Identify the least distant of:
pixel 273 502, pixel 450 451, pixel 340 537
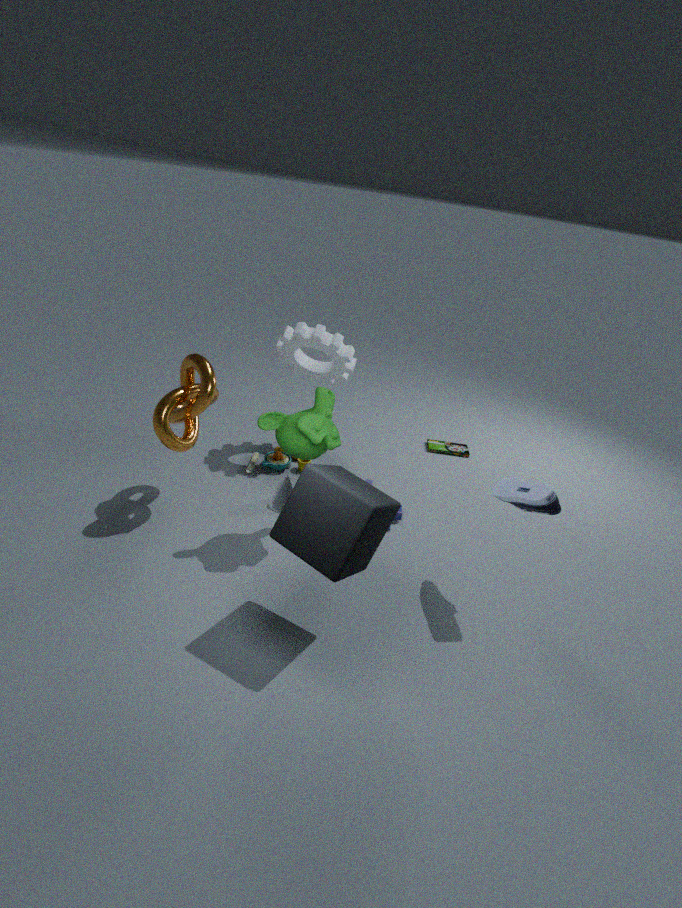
pixel 340 537
